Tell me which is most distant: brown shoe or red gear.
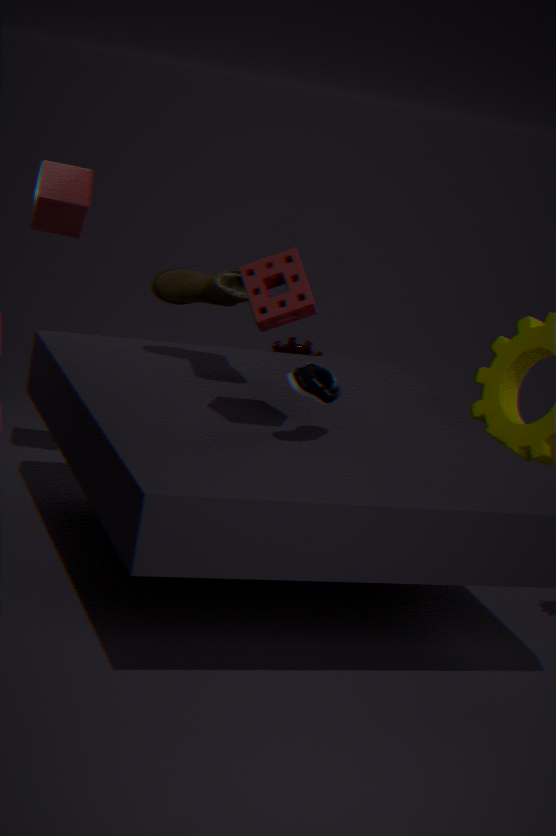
red gear
